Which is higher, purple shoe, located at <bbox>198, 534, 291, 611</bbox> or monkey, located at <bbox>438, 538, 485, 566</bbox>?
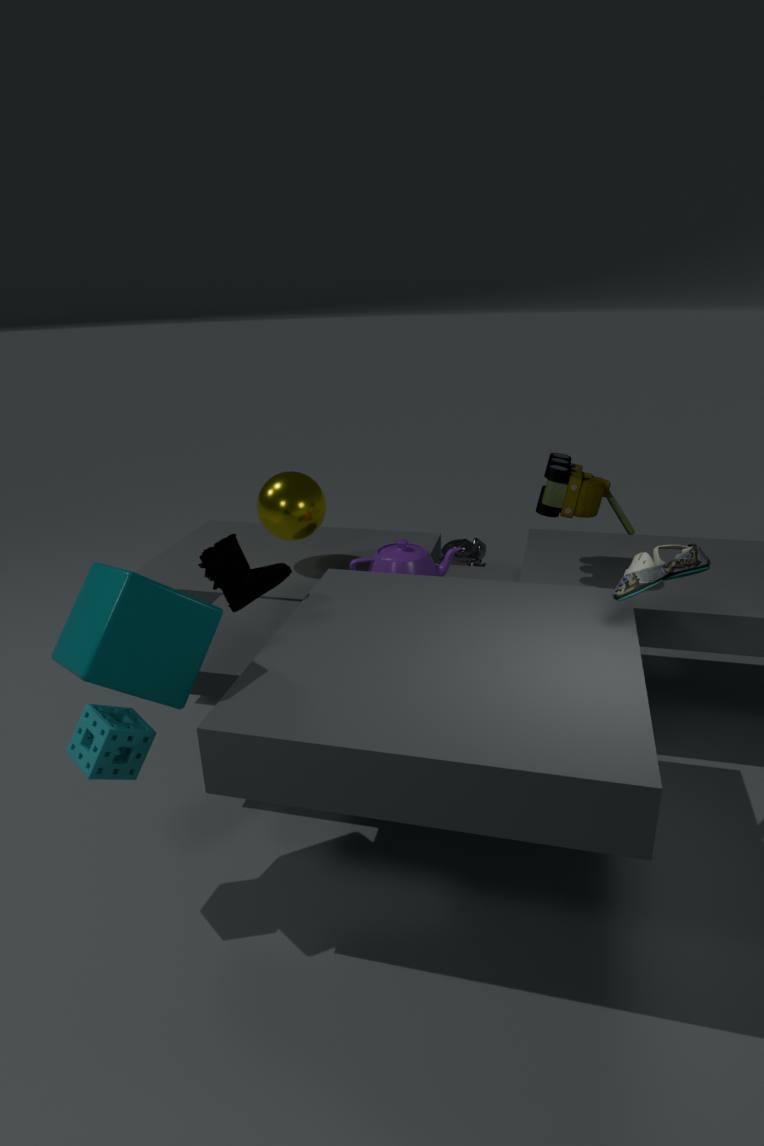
purple shoe, located at <bbox>198, 534, 291, 611</bbox>
